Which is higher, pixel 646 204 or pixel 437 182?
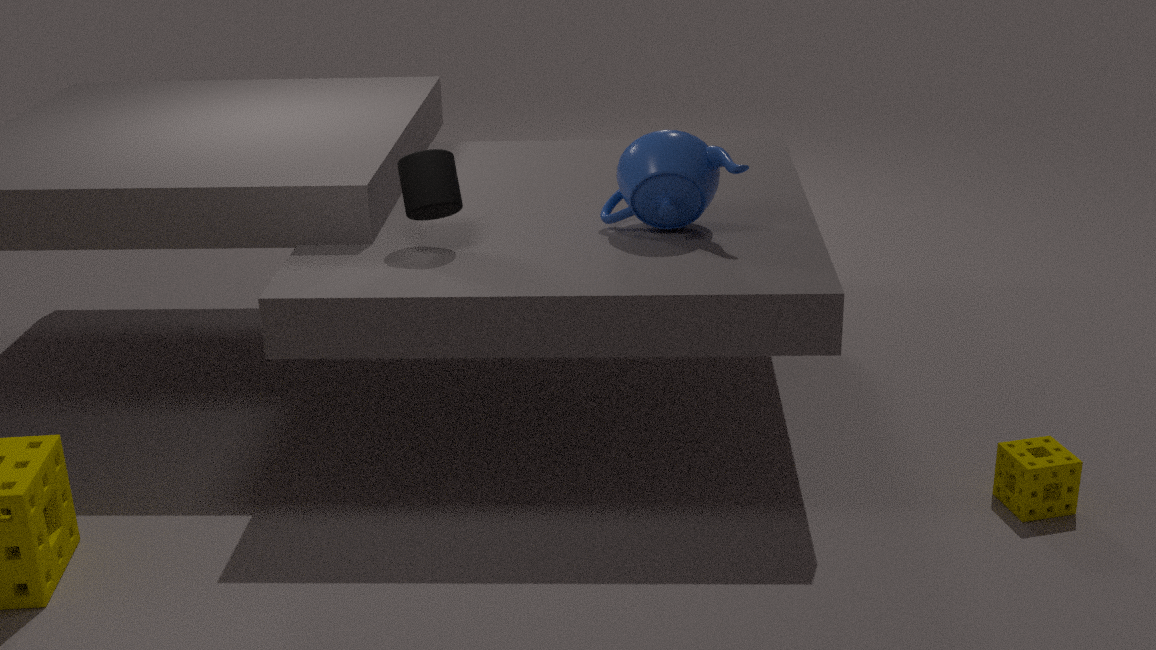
pixel 437 182
